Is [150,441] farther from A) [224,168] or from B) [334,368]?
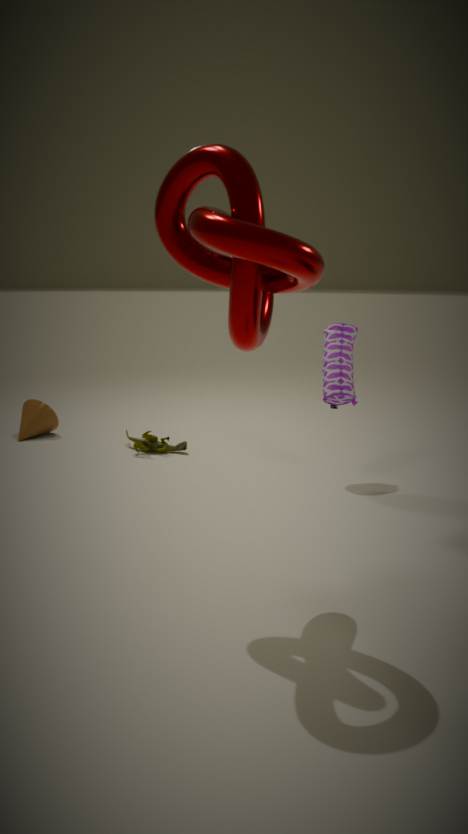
A) [224,168]
